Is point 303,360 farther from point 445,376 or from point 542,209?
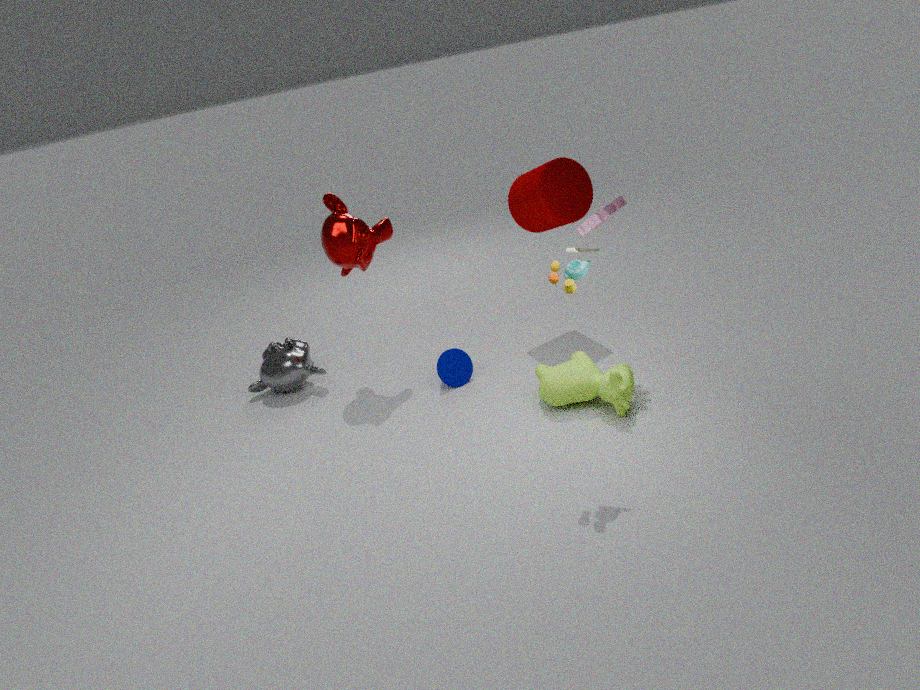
point 542,209
